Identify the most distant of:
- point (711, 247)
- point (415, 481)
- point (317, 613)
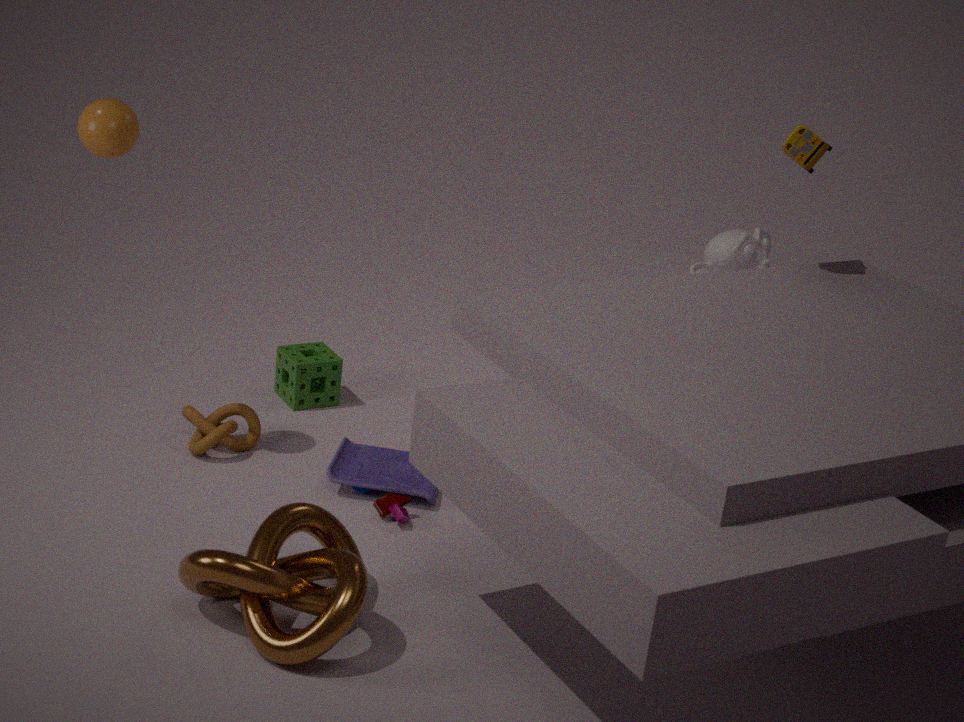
point (711, 247)
